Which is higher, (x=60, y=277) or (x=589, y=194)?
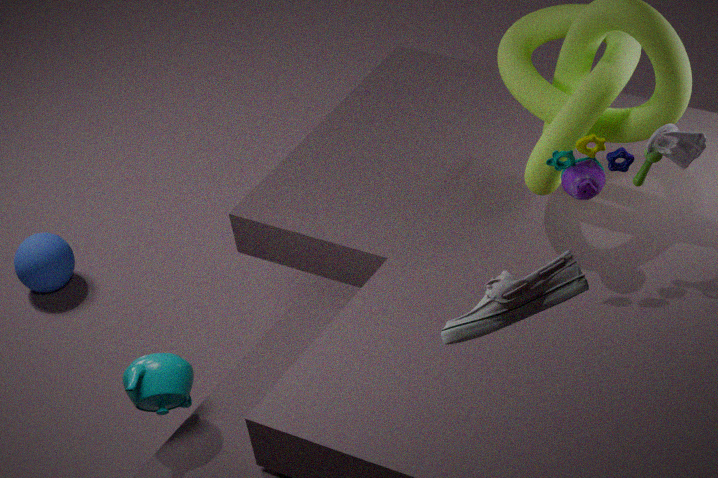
(x=589, y=194)
